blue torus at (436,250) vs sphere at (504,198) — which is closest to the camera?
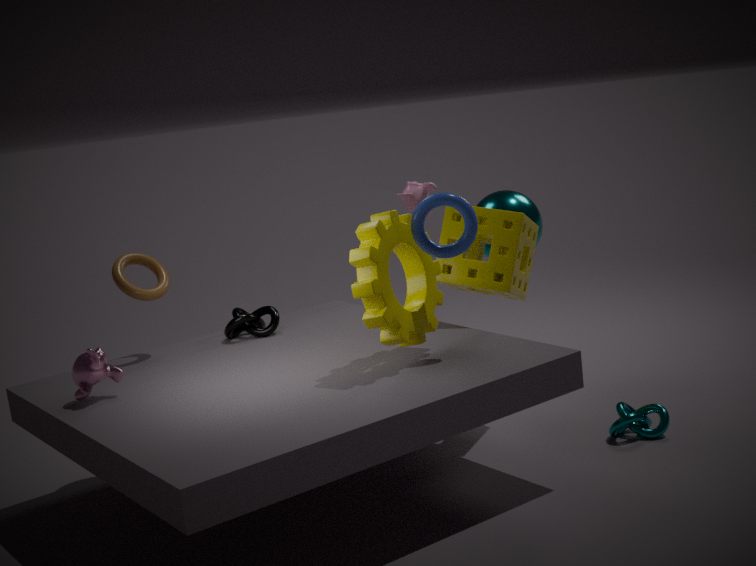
blue torus at (436,250)
